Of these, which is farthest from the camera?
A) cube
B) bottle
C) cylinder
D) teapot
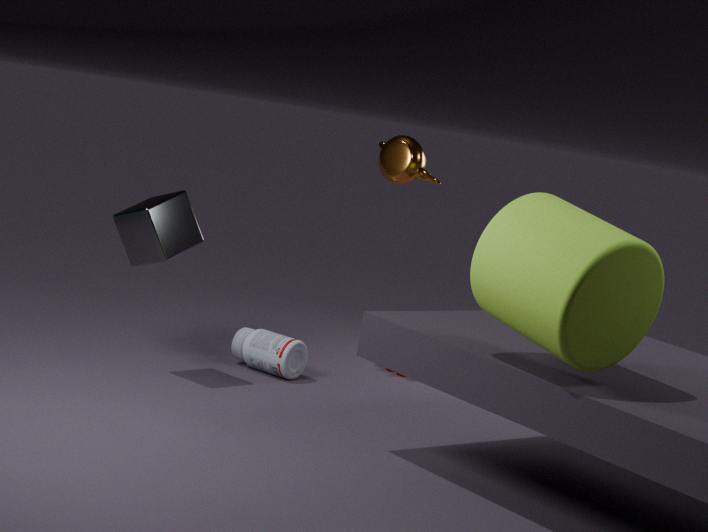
bottle
